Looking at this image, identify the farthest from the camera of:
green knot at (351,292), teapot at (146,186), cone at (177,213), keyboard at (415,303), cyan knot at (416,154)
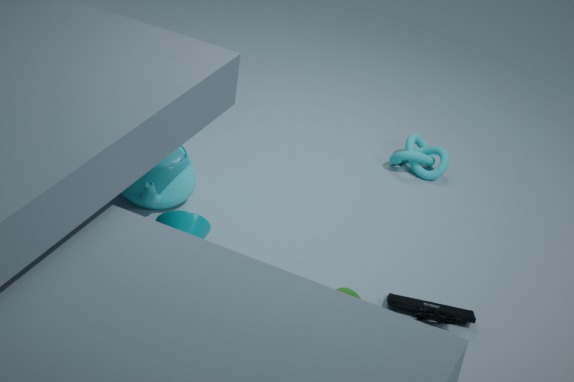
cyan knot at (416,154)
